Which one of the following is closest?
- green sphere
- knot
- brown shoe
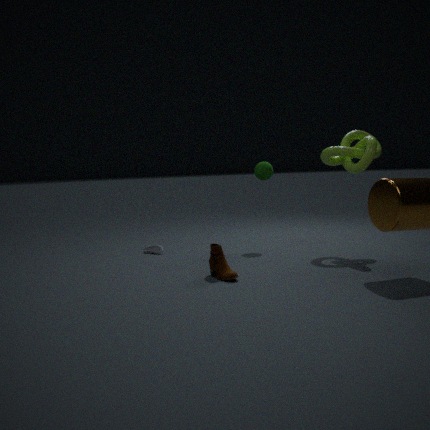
brown shoe
